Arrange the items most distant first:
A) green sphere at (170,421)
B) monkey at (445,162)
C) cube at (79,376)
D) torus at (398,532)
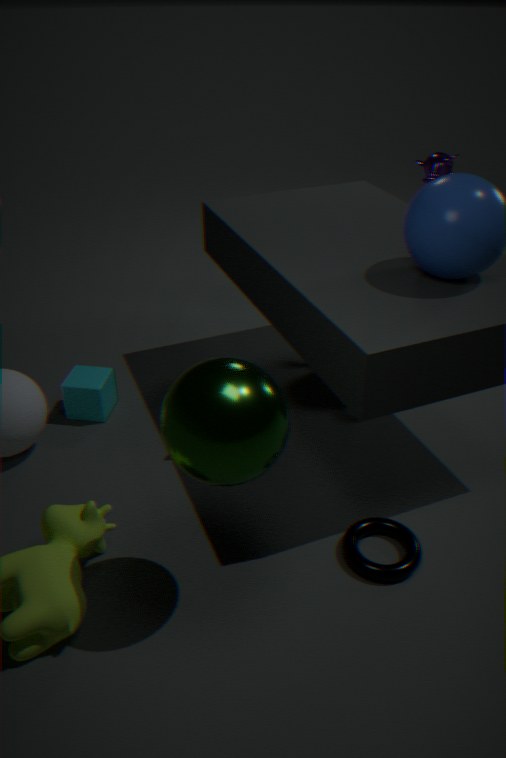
monkey at (445,162) < cube at (79,376) < torus at (398,532) < green sphere at (170,421)
